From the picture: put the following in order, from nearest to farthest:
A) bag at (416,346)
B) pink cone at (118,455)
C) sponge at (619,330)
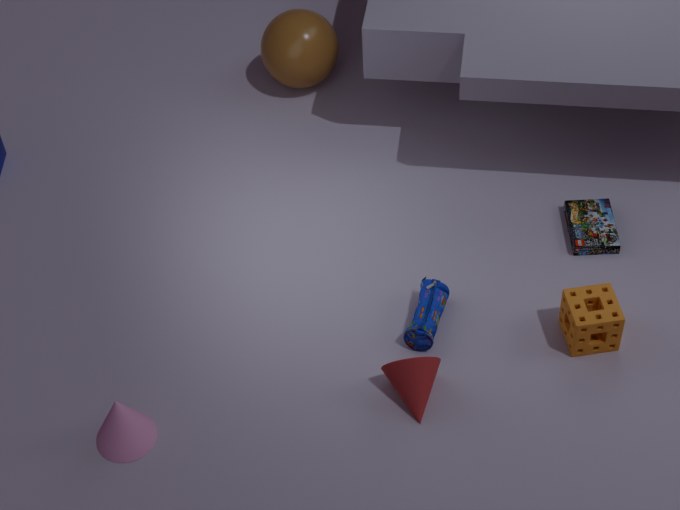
B < C < A
